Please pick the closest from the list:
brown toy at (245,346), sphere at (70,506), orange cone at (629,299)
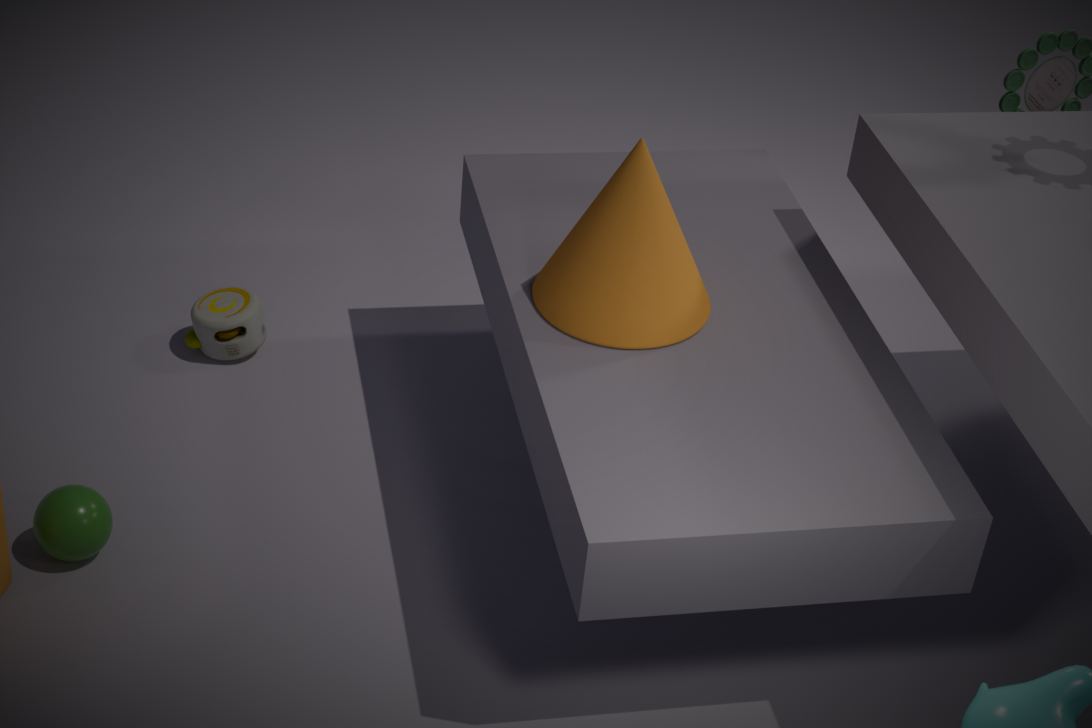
orange cone at (629,299)
